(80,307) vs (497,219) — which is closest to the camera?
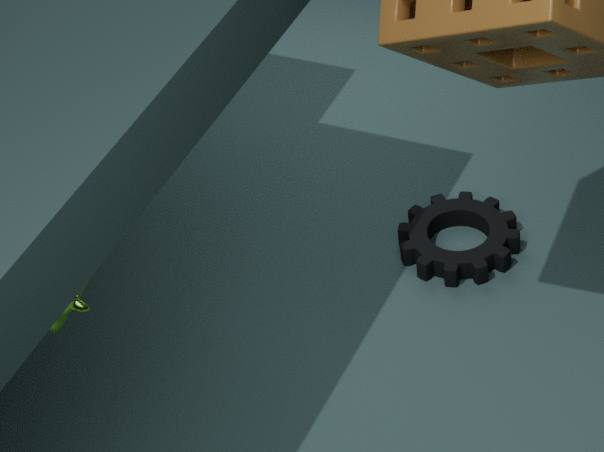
(80,307)
